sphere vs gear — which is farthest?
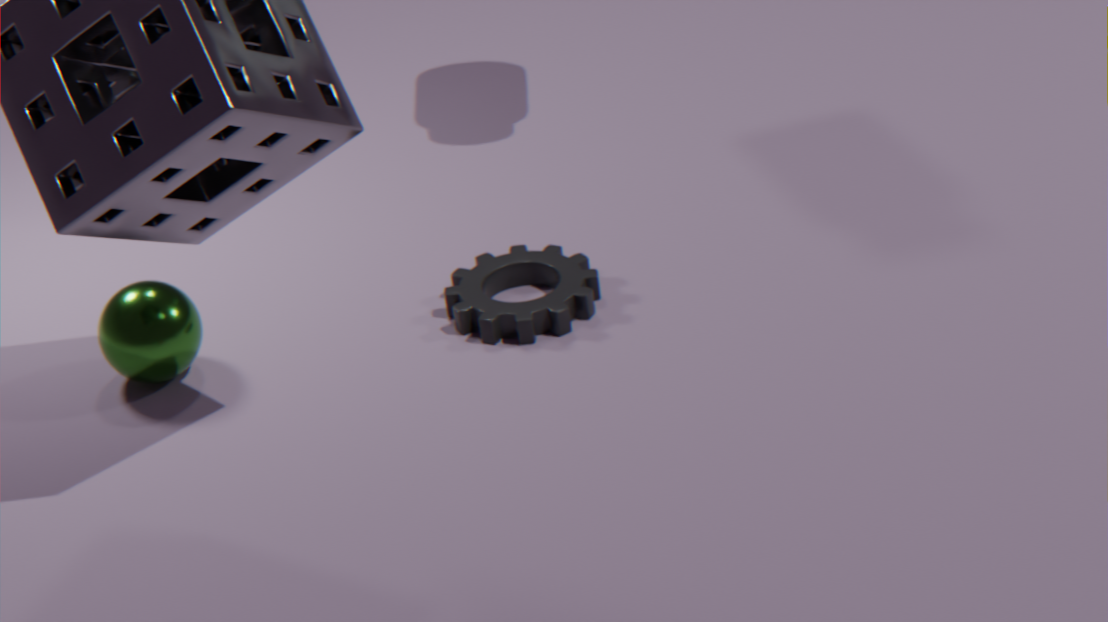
gear
